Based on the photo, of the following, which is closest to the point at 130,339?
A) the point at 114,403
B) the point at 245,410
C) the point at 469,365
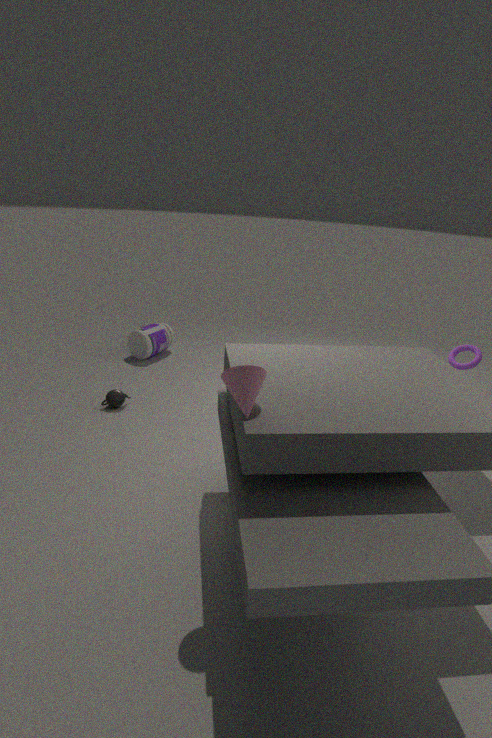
the point at 114,403
